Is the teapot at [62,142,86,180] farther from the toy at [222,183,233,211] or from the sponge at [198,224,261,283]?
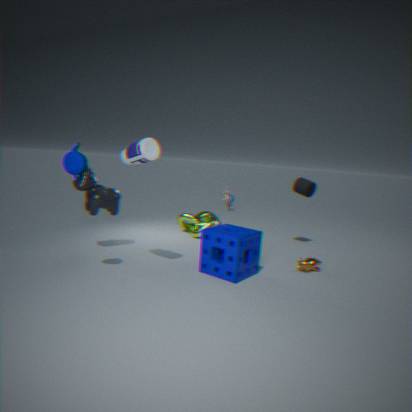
the toy at [222,183,233,211]
